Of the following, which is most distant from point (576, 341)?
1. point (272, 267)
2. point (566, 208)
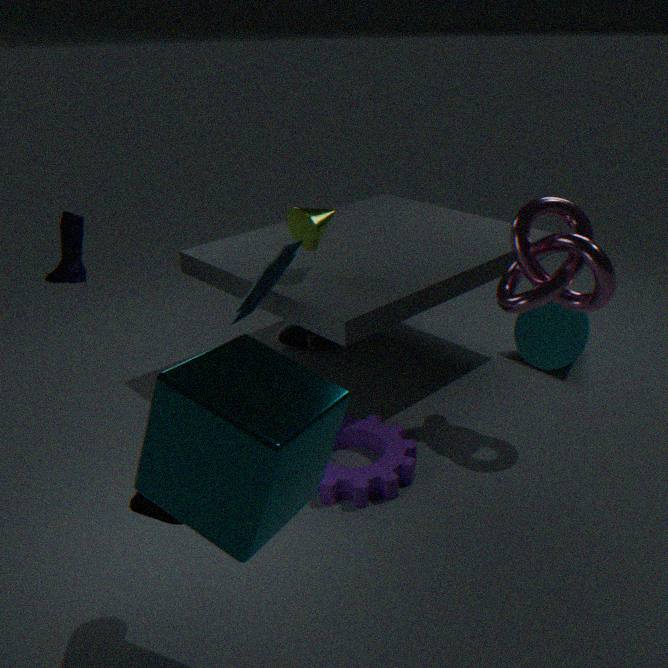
point (272, 267)
